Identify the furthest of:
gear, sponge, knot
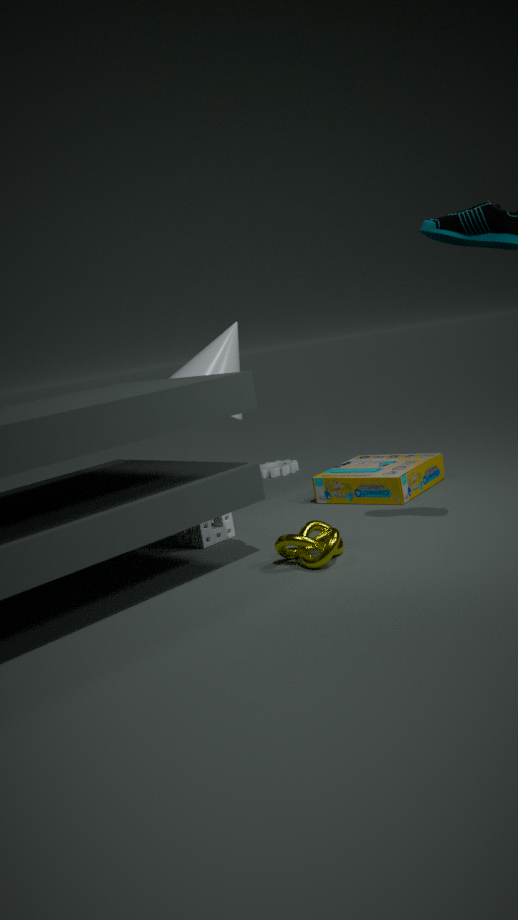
gear
